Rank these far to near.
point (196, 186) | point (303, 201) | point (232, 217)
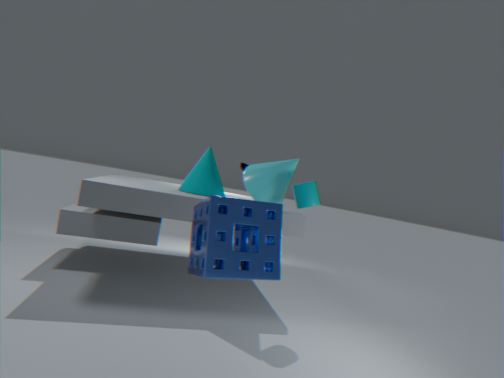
point (196, 186)
point (303, 201)
point (232, 217)
